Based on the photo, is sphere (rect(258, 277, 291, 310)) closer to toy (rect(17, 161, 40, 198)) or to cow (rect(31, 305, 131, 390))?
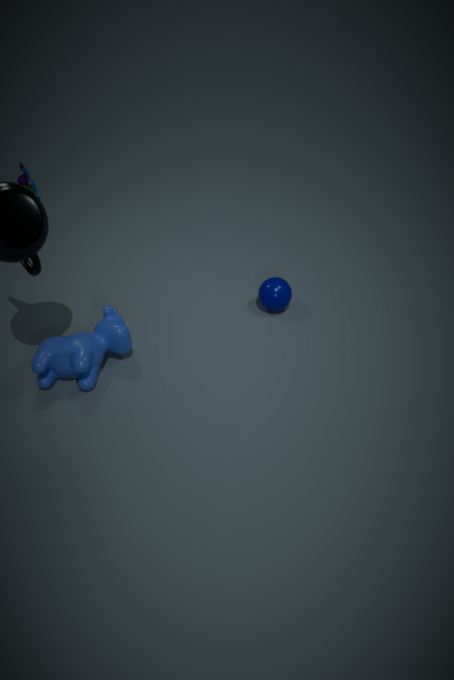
cow (rect(31, 305, 131, 390))
